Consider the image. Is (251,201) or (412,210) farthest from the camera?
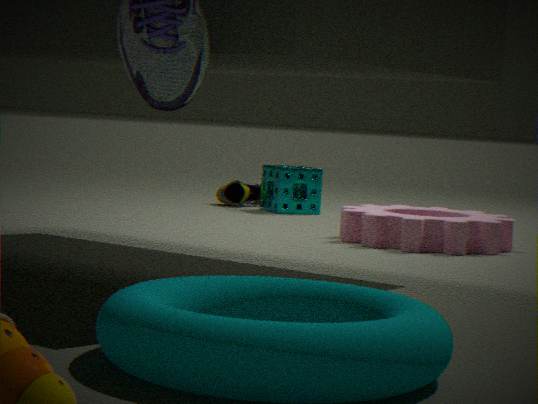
(251,201)
